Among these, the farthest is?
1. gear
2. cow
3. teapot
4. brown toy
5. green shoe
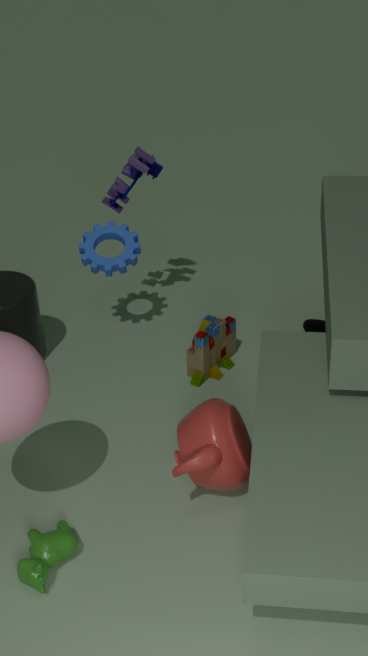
green shoe
